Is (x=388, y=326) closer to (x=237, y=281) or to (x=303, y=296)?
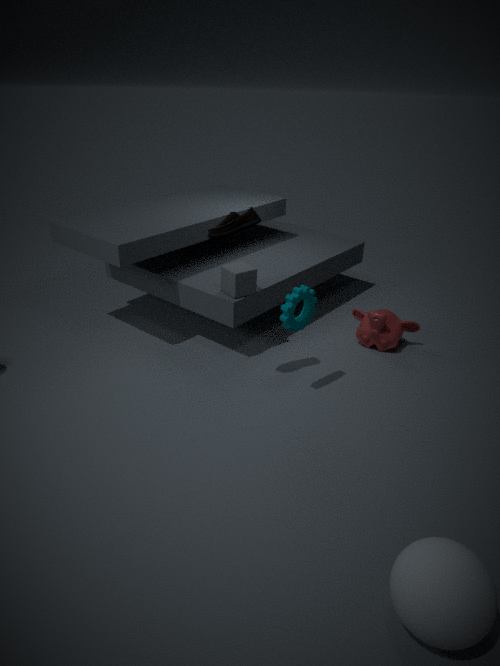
(x=303, y=296)
